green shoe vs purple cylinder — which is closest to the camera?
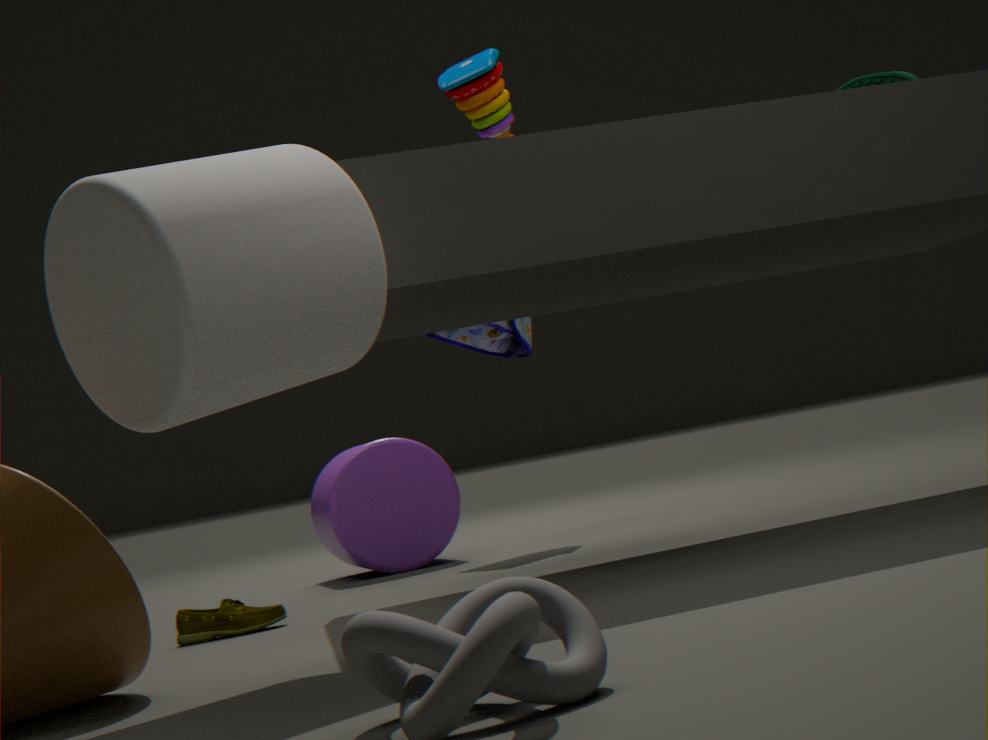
green shoe
